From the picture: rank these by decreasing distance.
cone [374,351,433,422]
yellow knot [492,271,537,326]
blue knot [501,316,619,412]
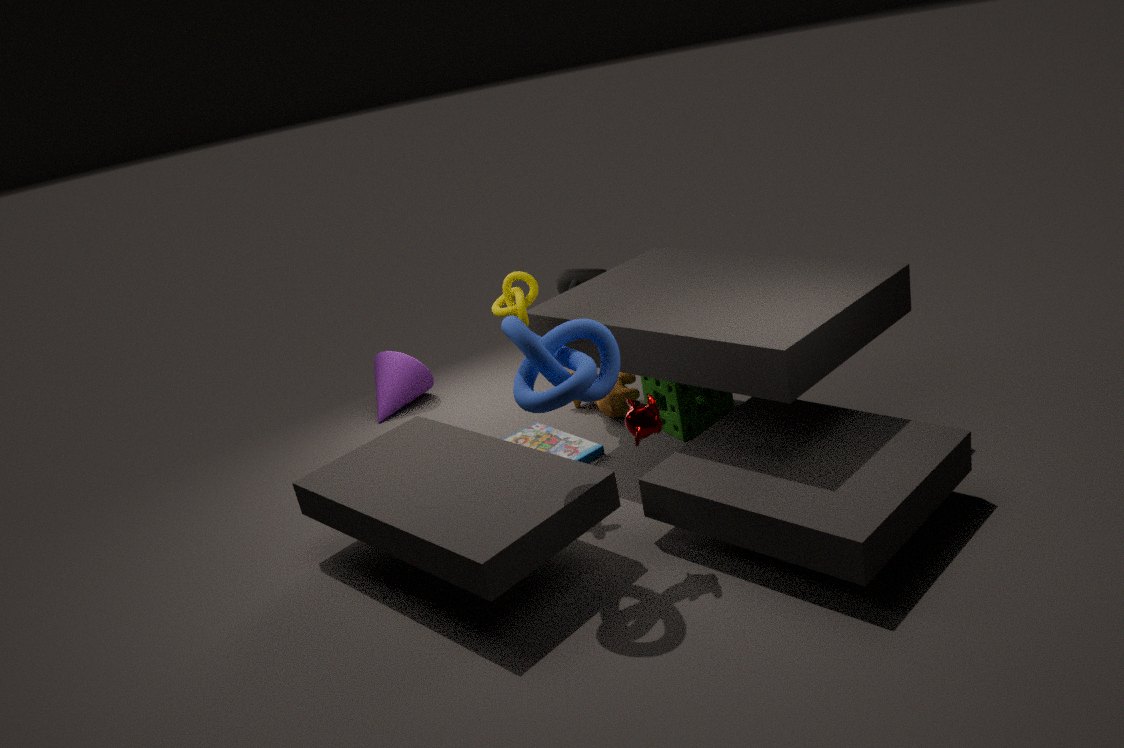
cone [374,351,433,422]
yellow knot [492,271,537,326]
blue knot [501,316,619,412]
